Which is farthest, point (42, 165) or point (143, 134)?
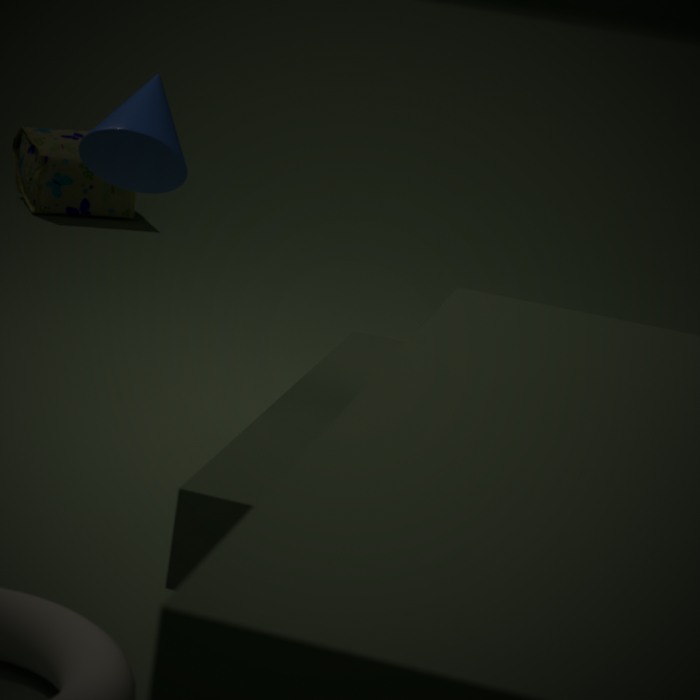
point (42, 165)
